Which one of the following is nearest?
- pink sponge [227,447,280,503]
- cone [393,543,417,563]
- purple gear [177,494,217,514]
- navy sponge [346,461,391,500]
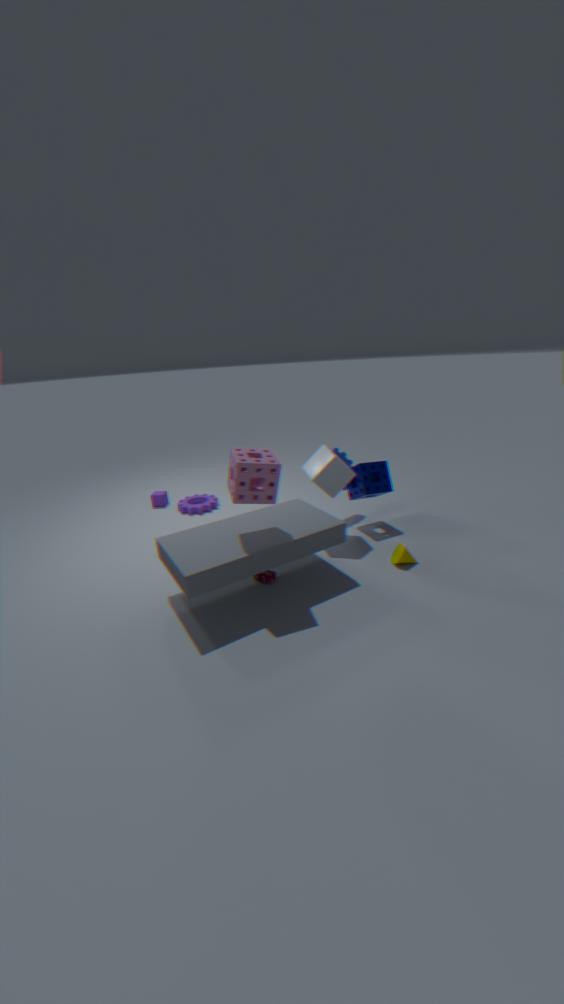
pink sponge [227,447,280,503]
